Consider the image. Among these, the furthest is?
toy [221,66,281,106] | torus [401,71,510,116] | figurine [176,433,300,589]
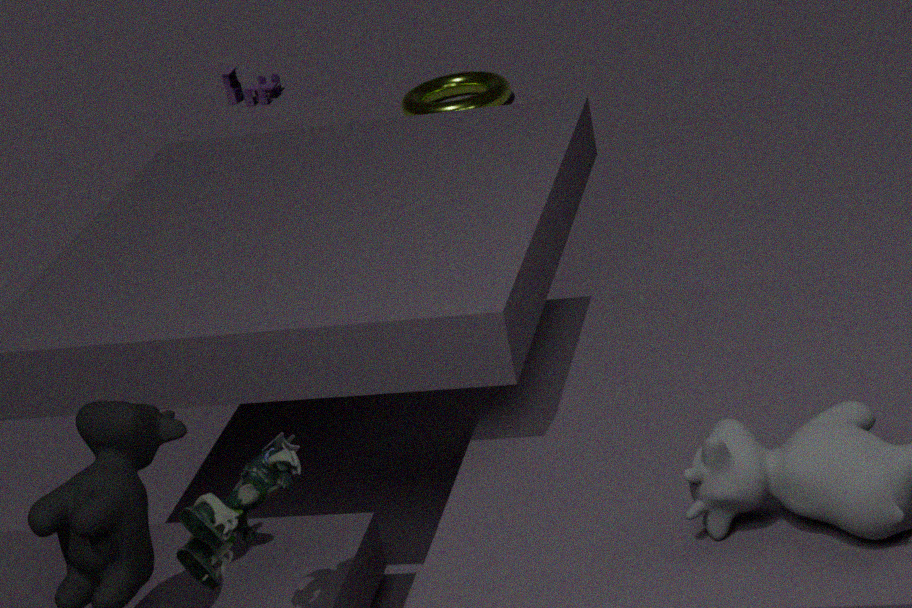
toy [221,66,281,106]
